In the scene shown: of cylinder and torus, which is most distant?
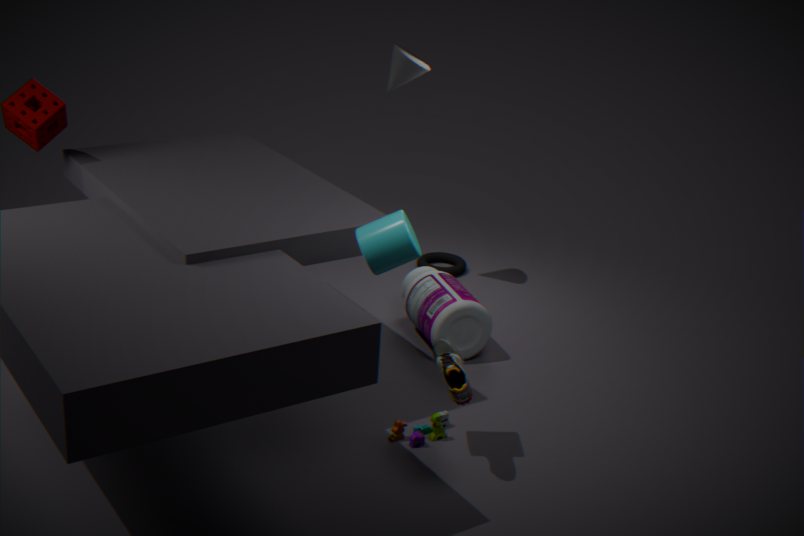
torus
